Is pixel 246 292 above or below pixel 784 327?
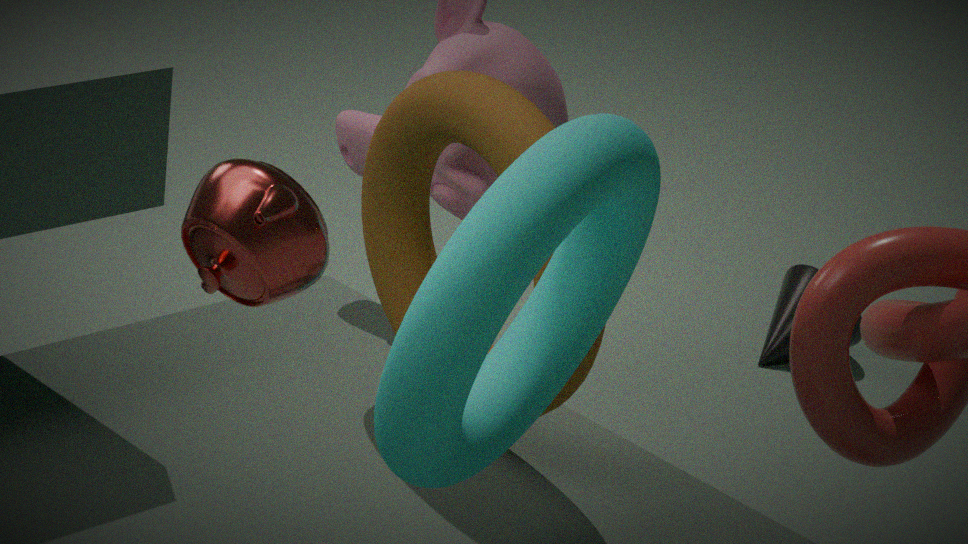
above
